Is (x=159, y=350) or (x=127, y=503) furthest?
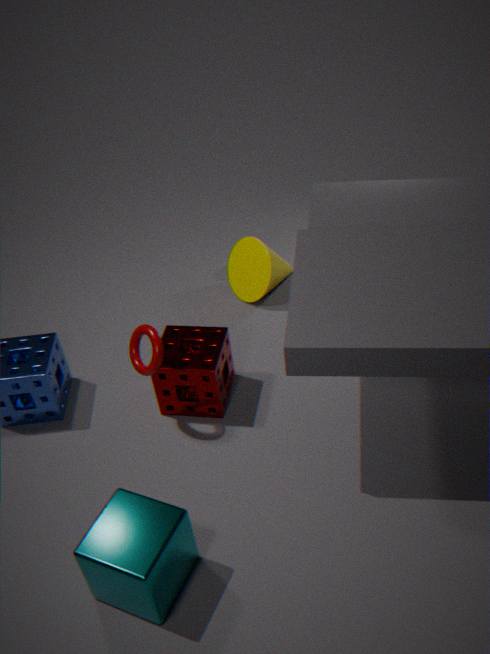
(x=159, y=350)
